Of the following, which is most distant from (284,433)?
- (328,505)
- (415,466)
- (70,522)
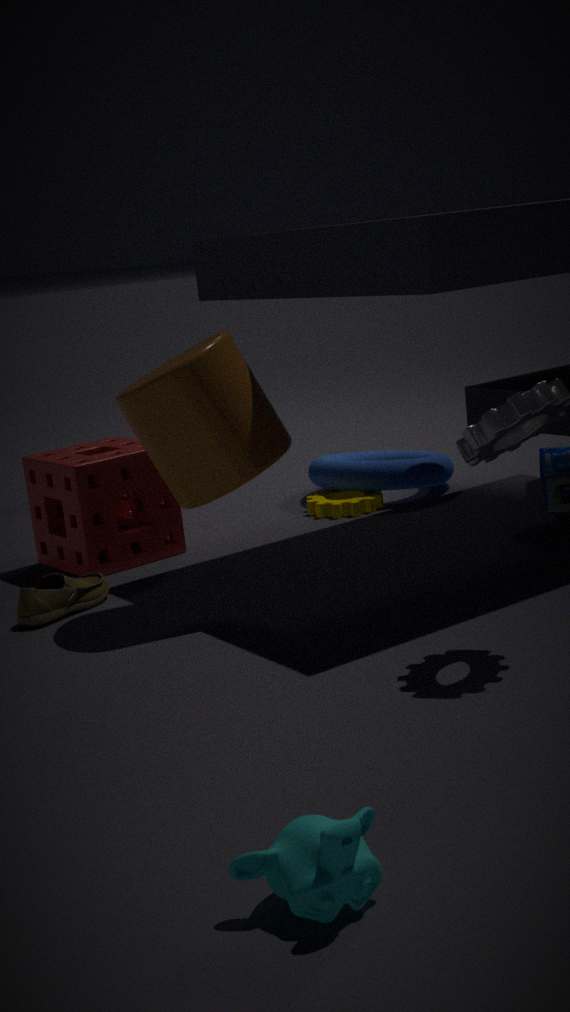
(415,466)
